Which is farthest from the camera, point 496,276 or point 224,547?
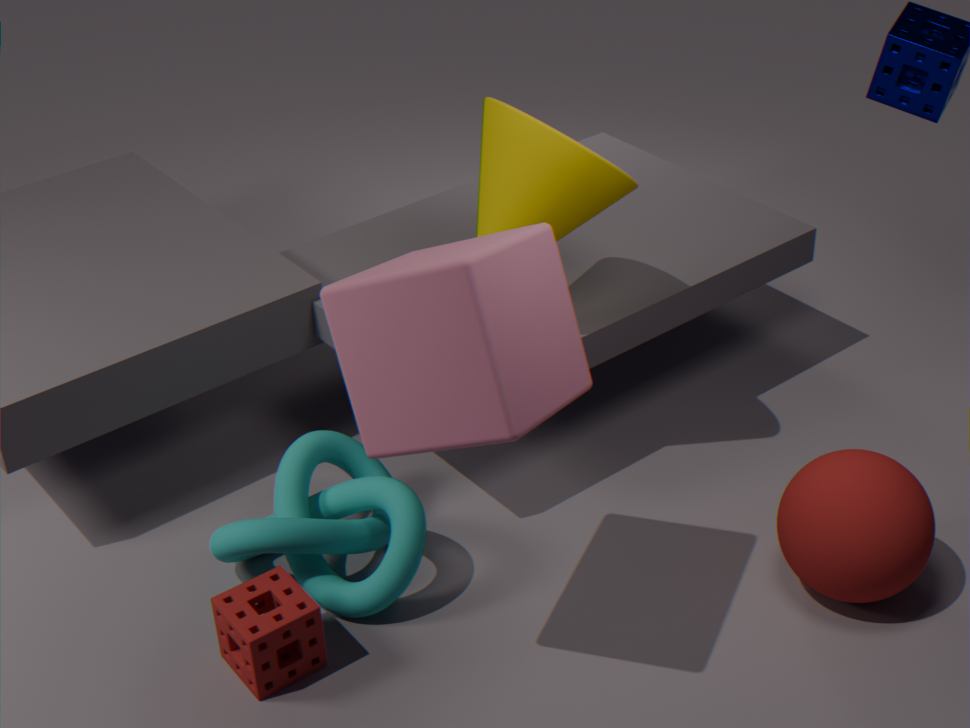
point 224,547
